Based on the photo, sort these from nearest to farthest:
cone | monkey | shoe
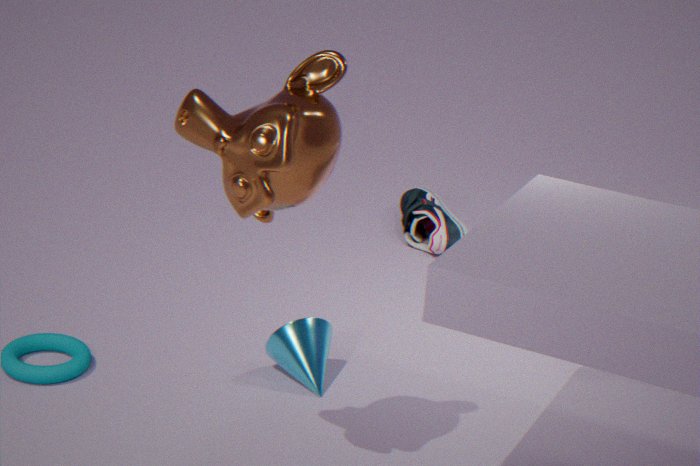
monkey → cone → shoe
